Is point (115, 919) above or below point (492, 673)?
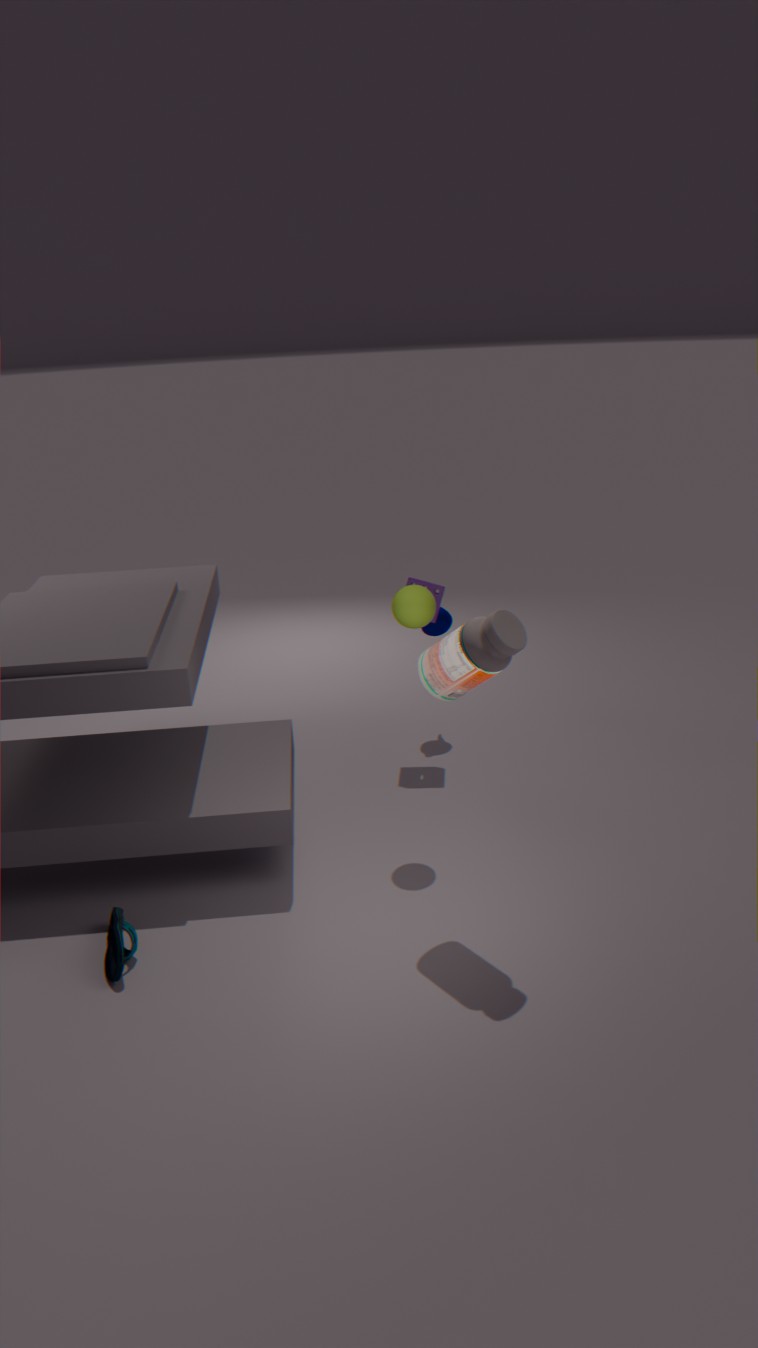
below
